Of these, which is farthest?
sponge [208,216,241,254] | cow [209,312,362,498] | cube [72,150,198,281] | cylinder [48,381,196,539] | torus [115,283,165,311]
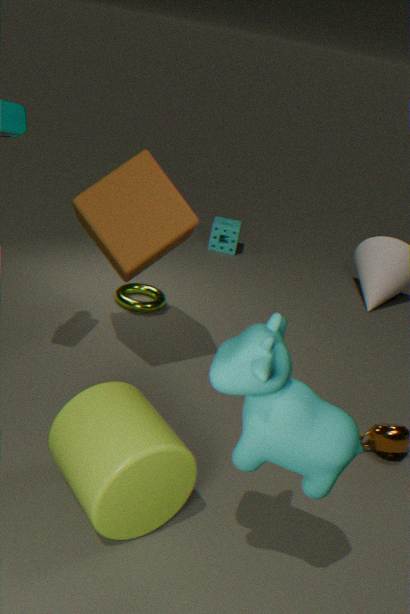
sponge [208,216,241,254]
